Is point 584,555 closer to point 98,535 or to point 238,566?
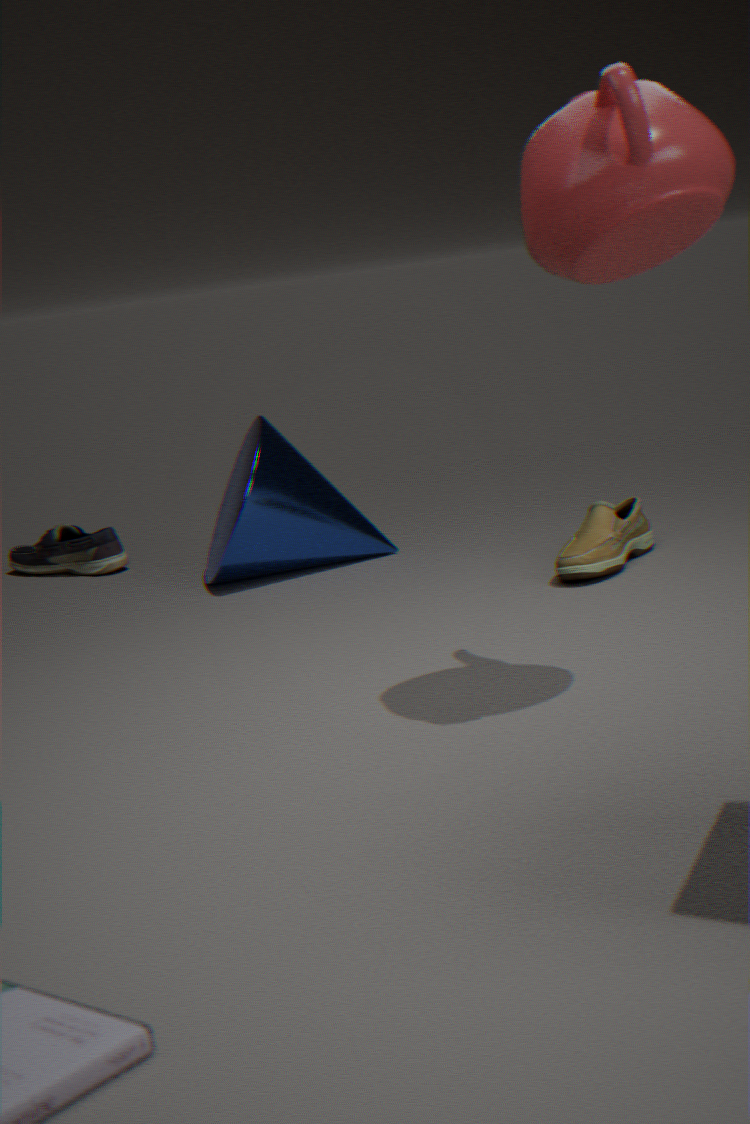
point 238,566
